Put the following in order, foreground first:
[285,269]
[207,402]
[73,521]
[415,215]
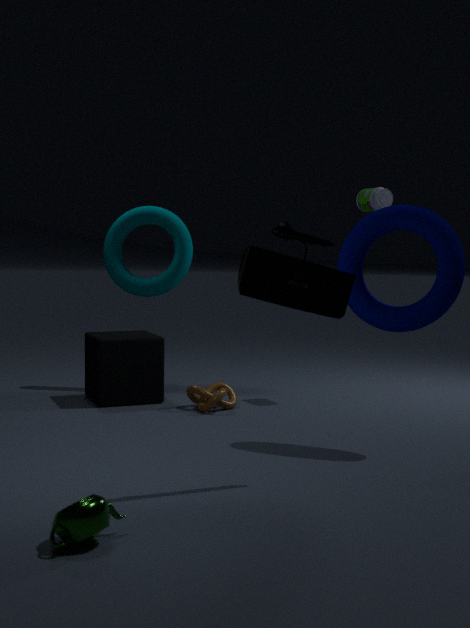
[73,521] < [285,269] < [415,215] < [207,402]
